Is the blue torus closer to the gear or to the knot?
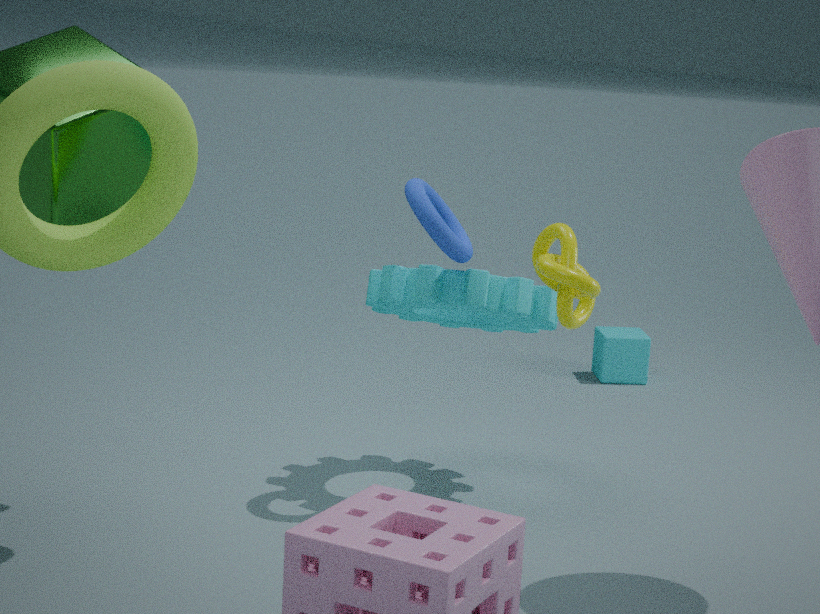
the gear
